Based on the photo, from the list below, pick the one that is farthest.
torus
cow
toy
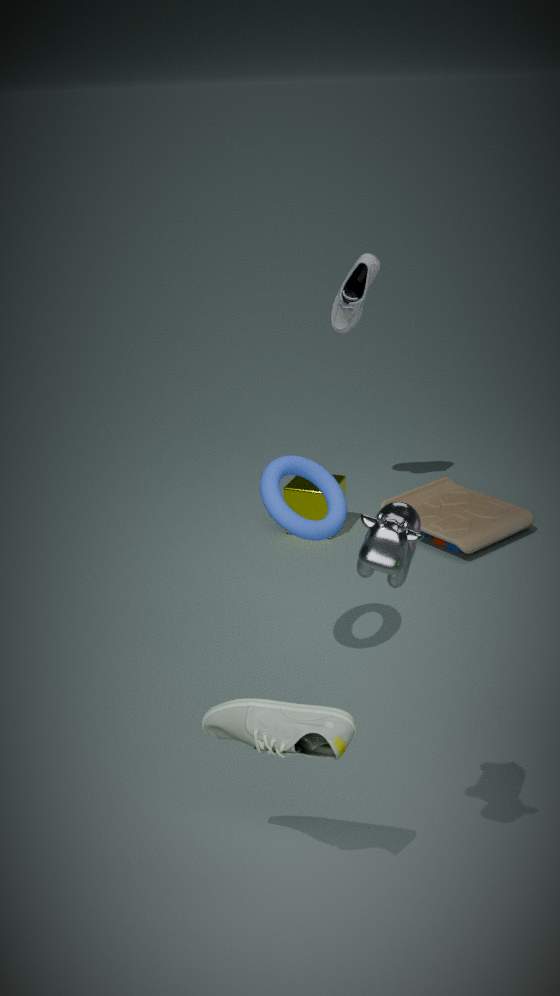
toy
